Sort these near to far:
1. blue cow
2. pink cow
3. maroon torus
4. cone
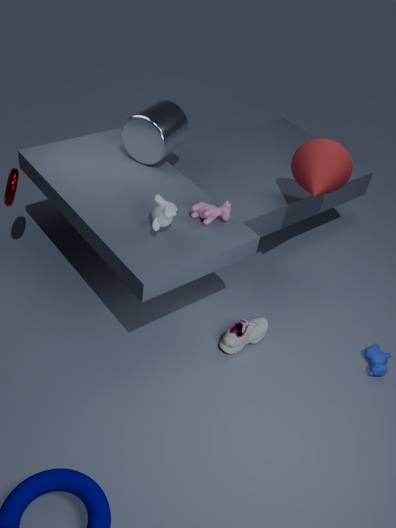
pink cow < blue cow < maroon torus < cone
